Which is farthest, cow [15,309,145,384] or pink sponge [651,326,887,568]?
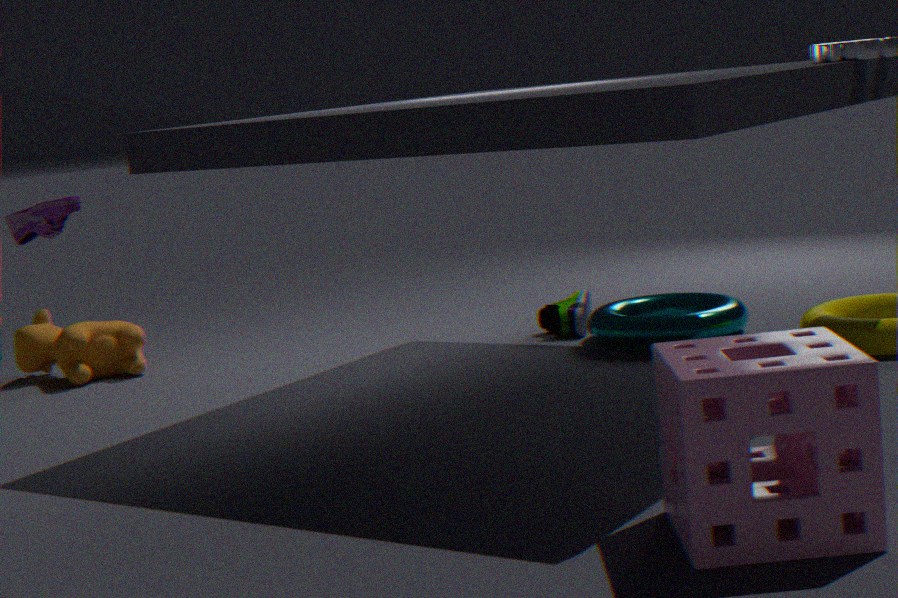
cow [15,309,145,384]
